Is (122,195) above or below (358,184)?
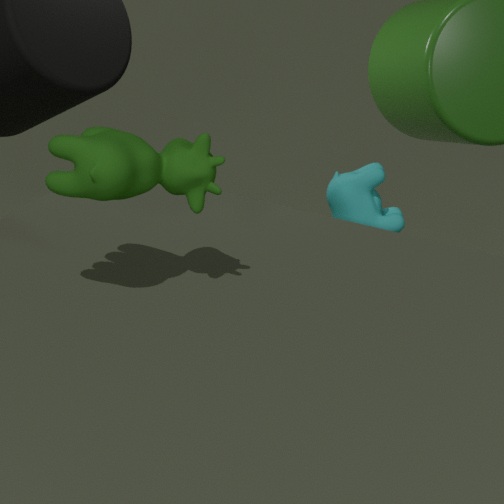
above
